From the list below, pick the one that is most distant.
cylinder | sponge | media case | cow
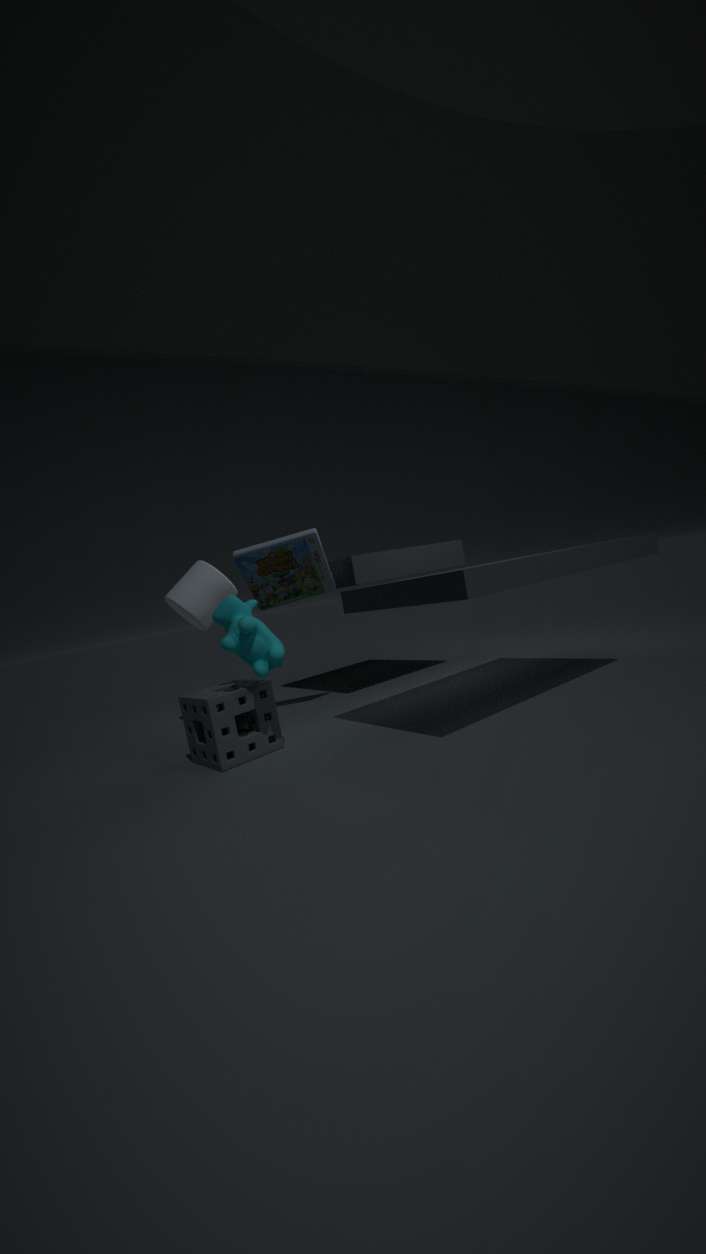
cylinder
